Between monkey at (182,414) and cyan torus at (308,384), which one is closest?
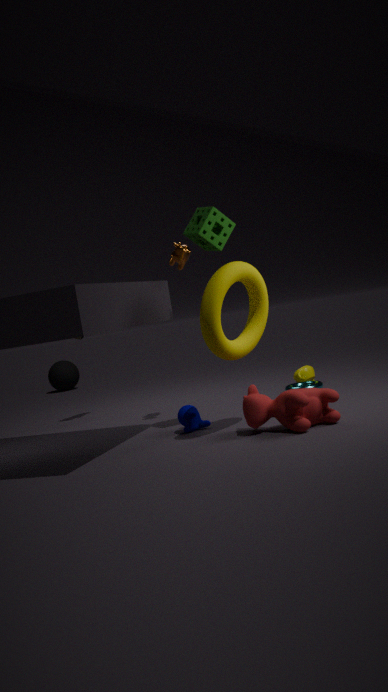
monkey at (182,414)
